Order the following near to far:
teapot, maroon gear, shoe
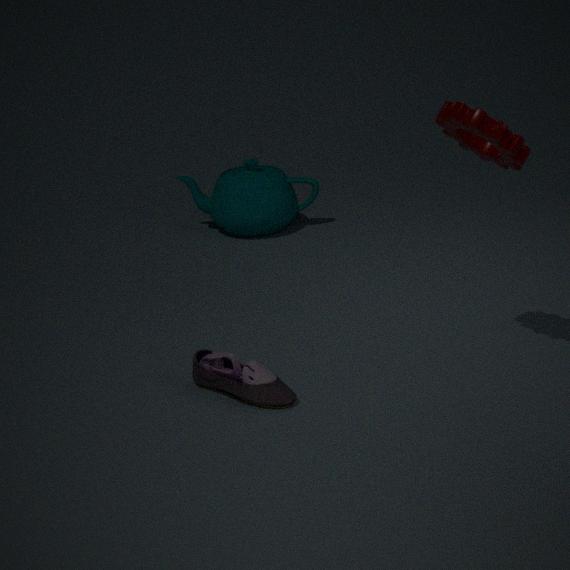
maroon gear, shoe, teapot
